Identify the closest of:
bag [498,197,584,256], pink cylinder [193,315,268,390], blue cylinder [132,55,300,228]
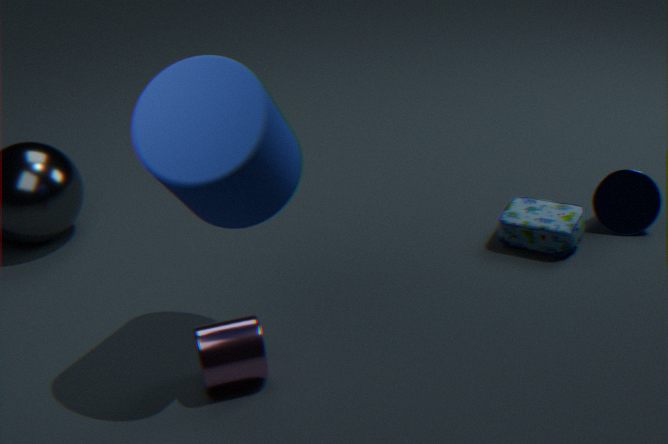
blue cylinder [132,55,300,228]
